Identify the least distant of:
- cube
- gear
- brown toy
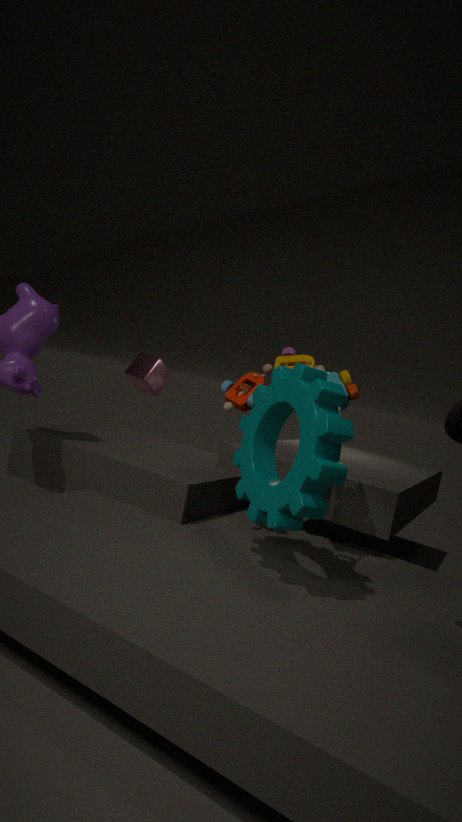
gear
